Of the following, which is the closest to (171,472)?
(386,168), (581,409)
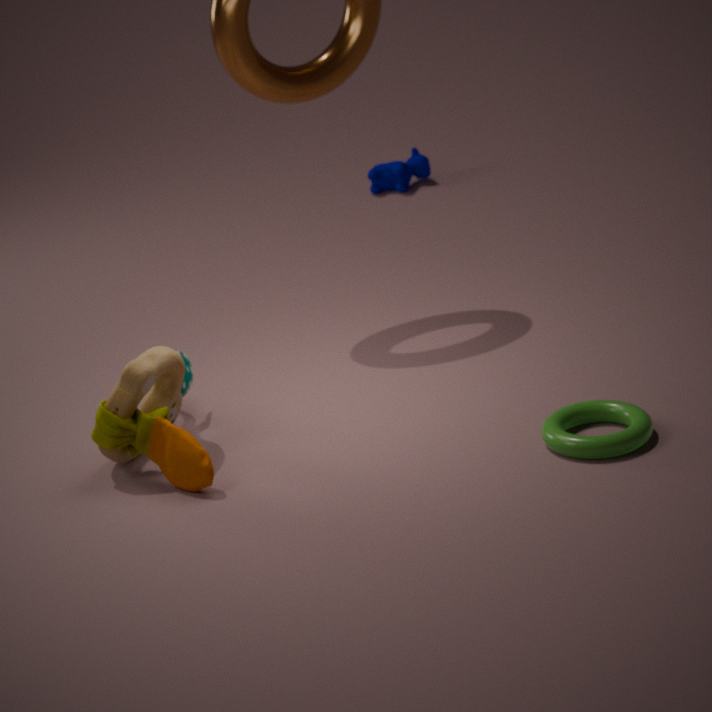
(581,409)
